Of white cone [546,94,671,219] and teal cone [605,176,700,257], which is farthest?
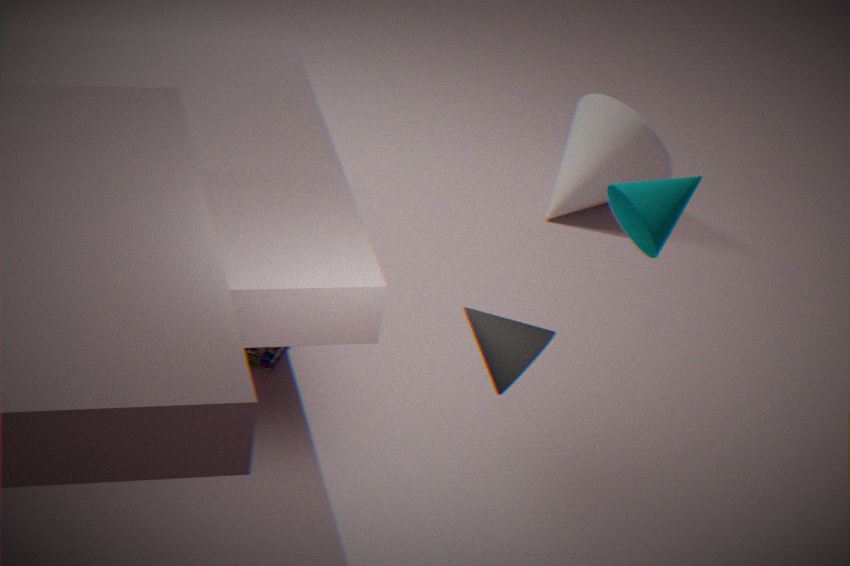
white cone [546,94,671,219]
